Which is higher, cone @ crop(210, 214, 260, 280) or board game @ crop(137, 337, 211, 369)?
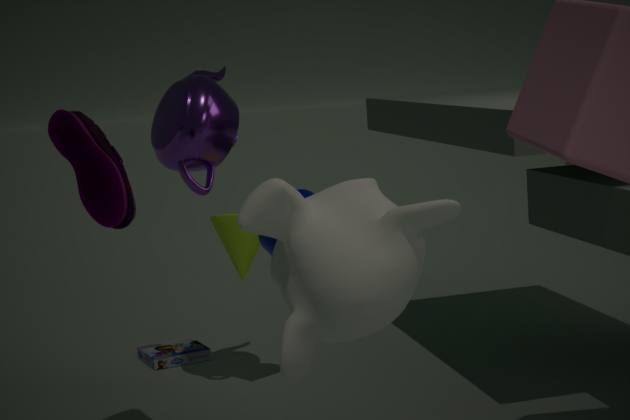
cone @ crop(210, 214, 260, 280)
